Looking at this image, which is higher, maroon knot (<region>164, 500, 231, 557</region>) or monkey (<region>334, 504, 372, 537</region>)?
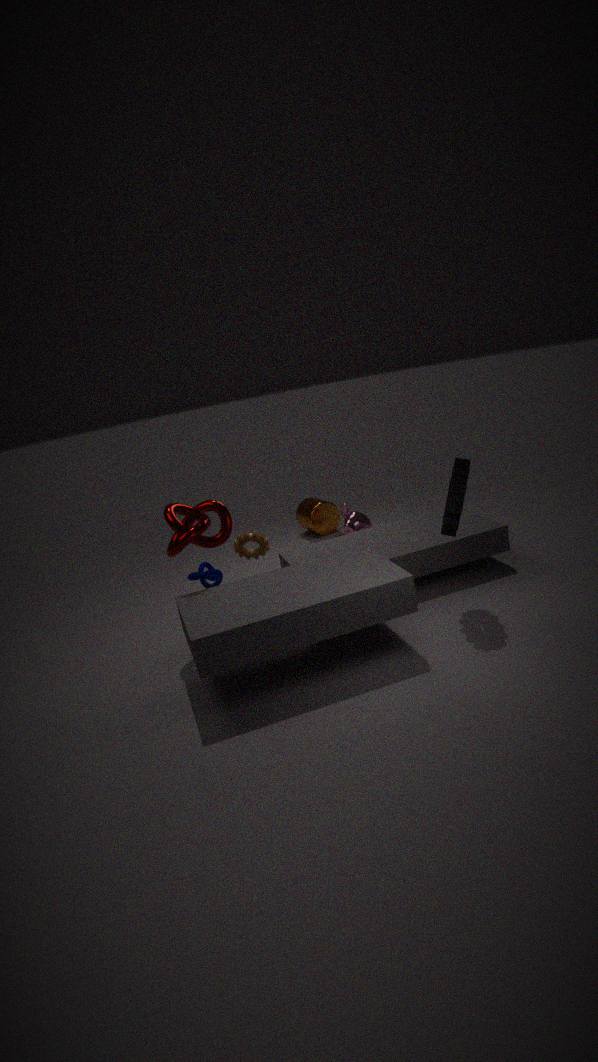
maroon knot (<region>164, 500, 231, 557</region>)
